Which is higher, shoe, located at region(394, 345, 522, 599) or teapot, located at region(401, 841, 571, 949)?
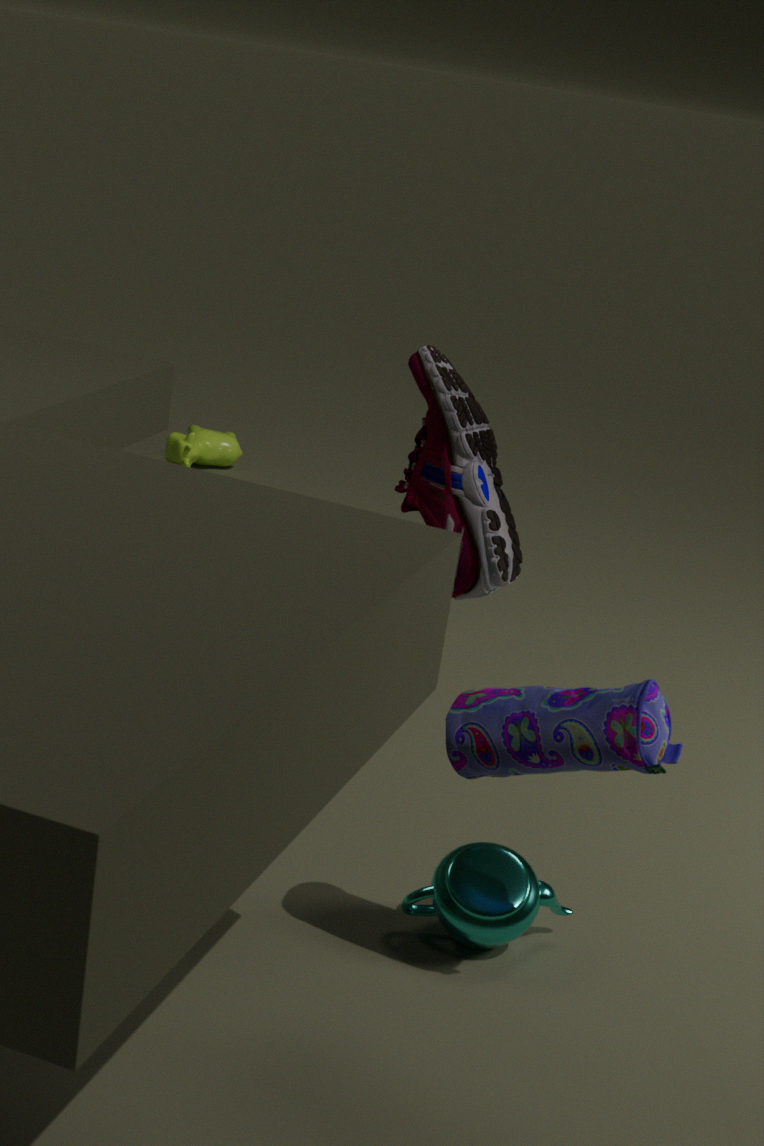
shoe, located at region(394, 345, 522, 599)
